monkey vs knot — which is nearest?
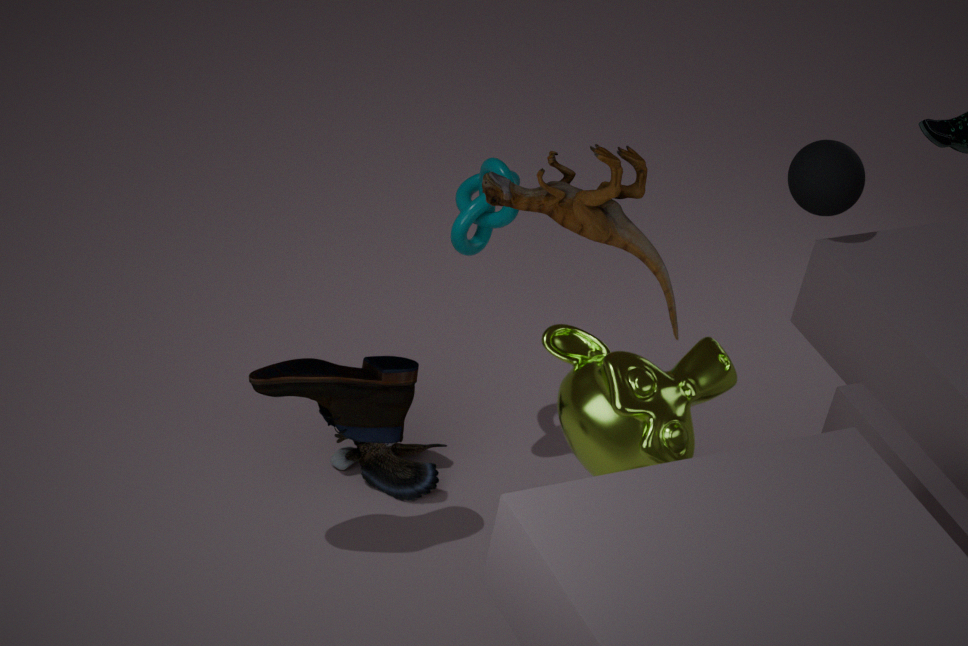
monkey
